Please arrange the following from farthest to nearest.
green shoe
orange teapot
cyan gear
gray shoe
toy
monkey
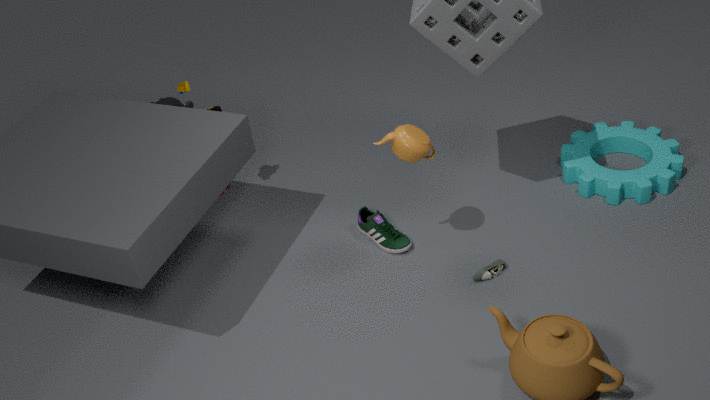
monkey, toy, cyan gear, green shoe, gray shoe, orange teapot
